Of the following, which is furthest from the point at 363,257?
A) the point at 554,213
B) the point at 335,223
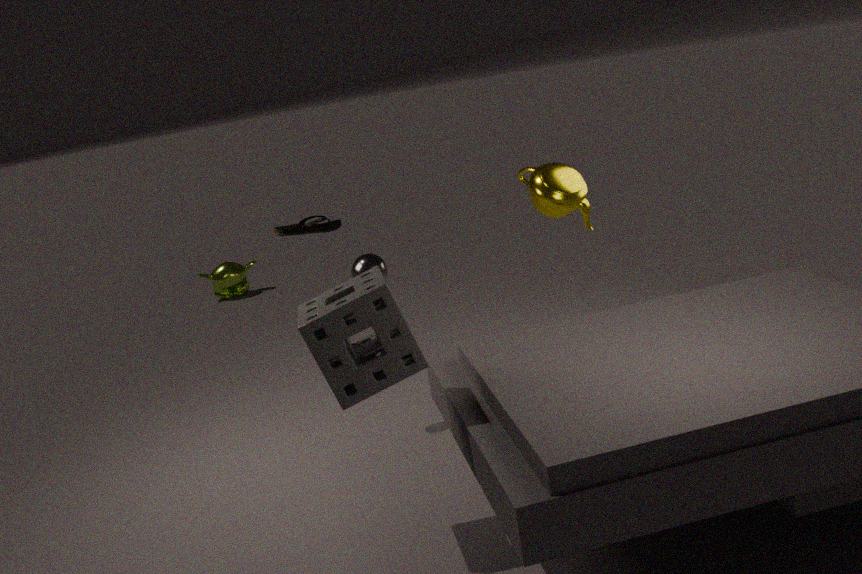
the point at 554,213
